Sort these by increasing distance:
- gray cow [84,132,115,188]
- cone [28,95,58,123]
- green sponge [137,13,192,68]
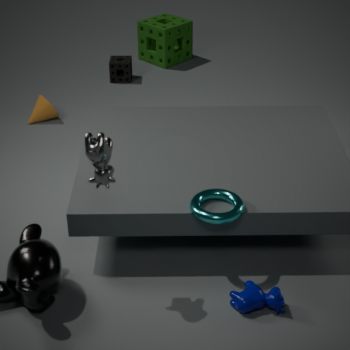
gray cow [84,132,115,188] < cone [28,95,58,123] < green sponge [137,13,192,68]
